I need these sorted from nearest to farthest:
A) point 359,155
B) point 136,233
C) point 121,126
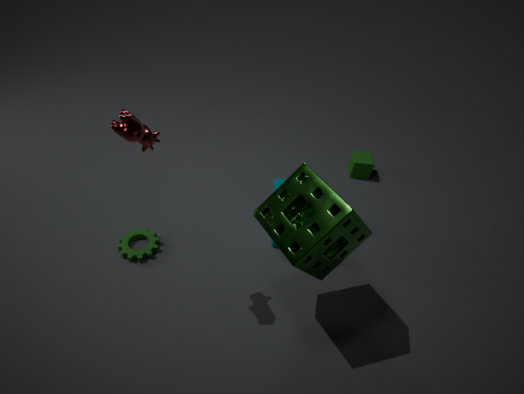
point 121,126 < point 136,233 < point 359,155
